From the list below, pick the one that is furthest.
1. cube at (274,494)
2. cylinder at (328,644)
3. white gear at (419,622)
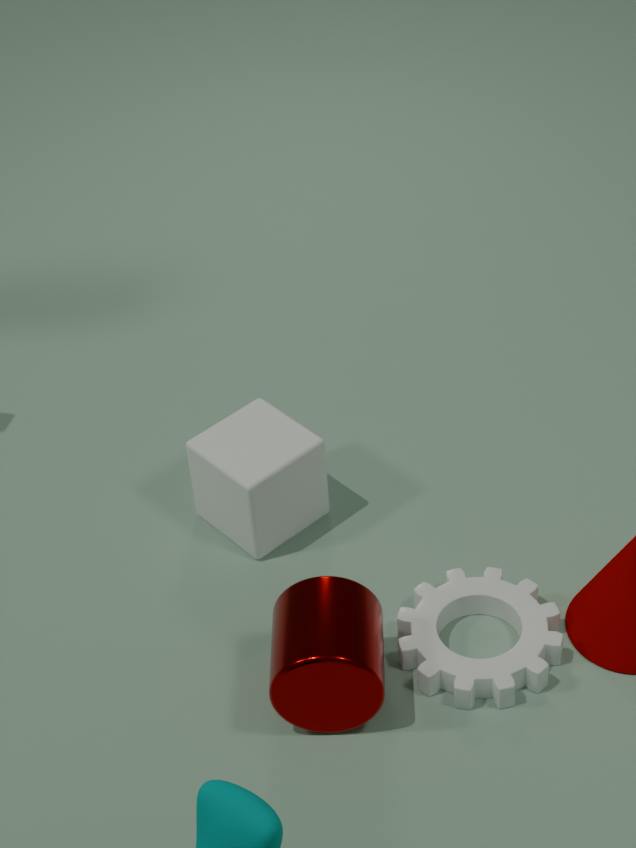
cube at (274,494)
